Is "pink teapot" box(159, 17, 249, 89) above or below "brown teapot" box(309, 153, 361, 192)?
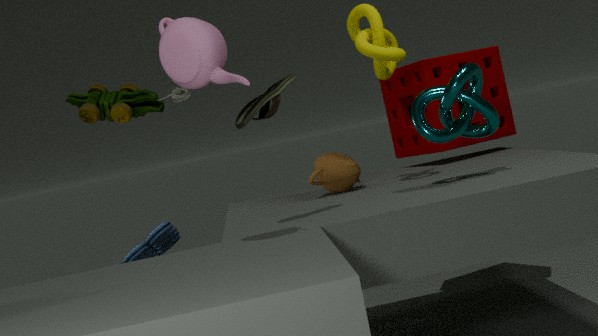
above
